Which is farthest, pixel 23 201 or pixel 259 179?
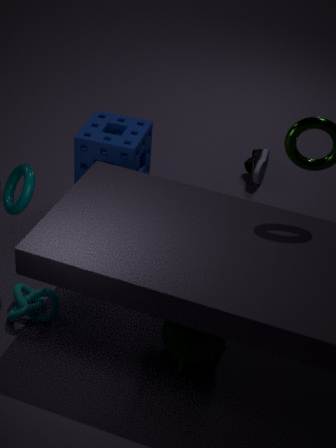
pixel 259 179
